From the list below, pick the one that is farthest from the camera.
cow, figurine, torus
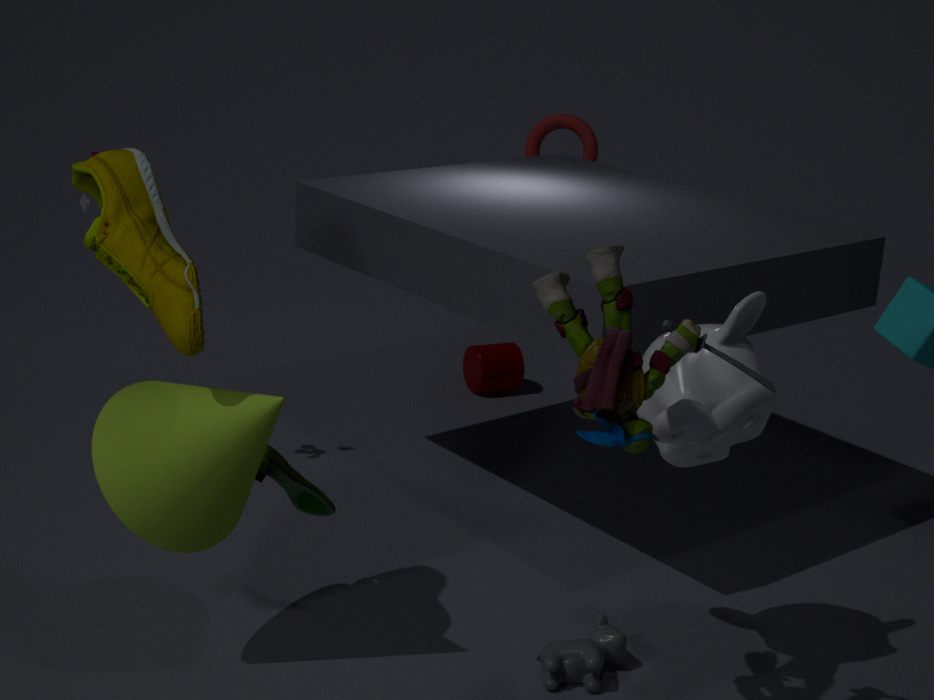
torus
